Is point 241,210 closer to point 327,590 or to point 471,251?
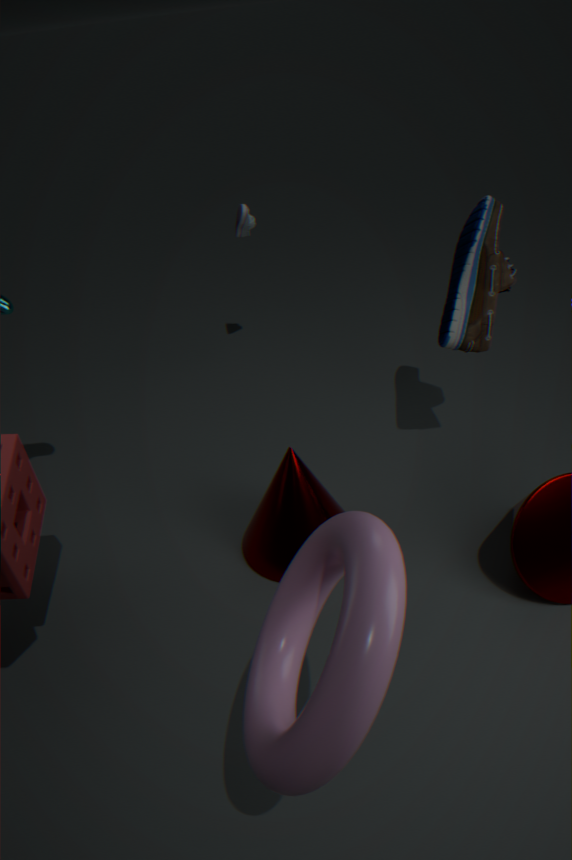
point 471,251
